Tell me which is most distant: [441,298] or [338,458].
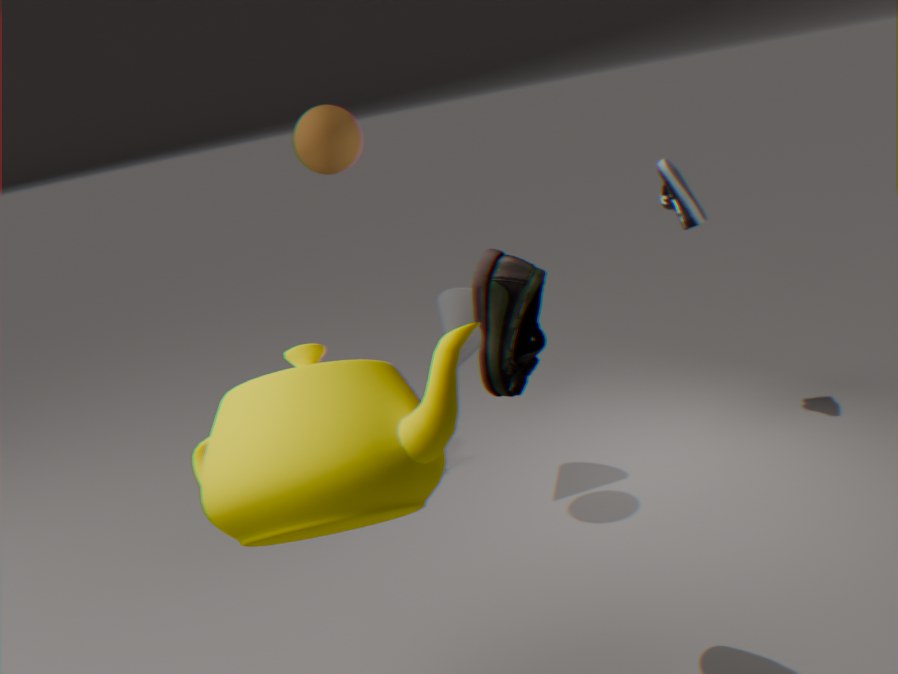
[441,298]
